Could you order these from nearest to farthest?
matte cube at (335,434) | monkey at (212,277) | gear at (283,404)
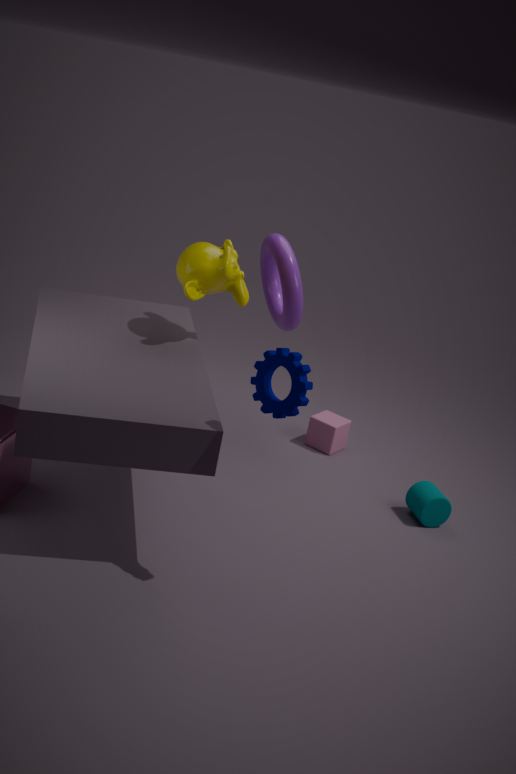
gear at (283,404) < monkey at (212,277) < matte cube at (335,434)
